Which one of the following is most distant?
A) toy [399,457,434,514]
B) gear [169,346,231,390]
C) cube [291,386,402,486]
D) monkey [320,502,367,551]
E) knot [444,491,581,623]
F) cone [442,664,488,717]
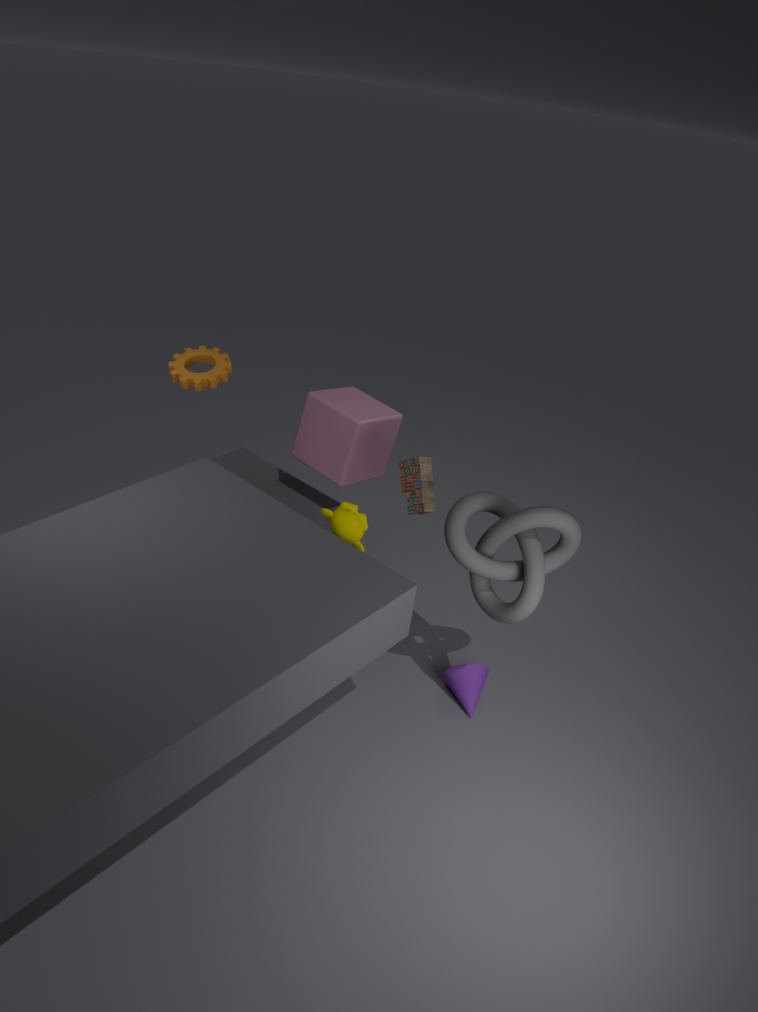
cube [291,386,402,486]
